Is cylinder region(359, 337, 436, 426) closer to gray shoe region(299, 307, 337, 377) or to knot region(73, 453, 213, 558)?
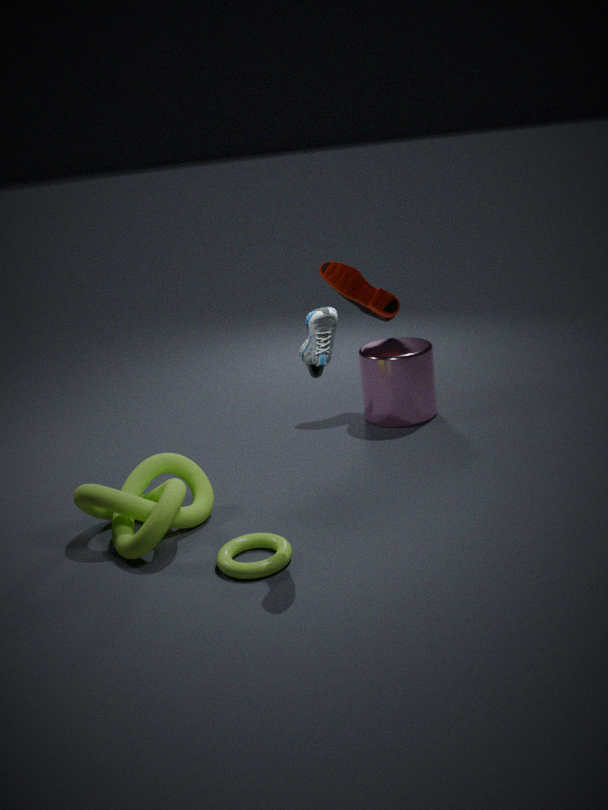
knot region(73, 453, 213, 558)
